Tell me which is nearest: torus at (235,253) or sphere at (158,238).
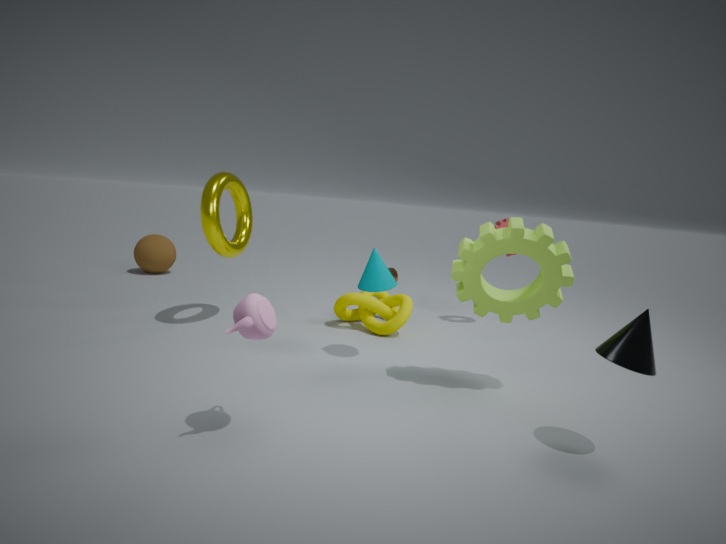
torus at (235,253)
